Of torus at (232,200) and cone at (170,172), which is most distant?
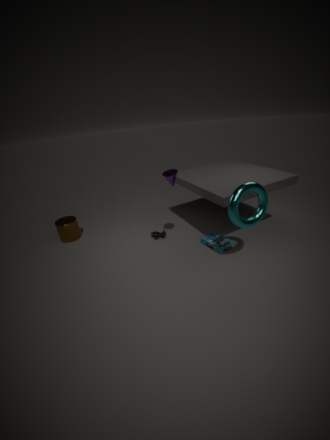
cone at (170,172)
